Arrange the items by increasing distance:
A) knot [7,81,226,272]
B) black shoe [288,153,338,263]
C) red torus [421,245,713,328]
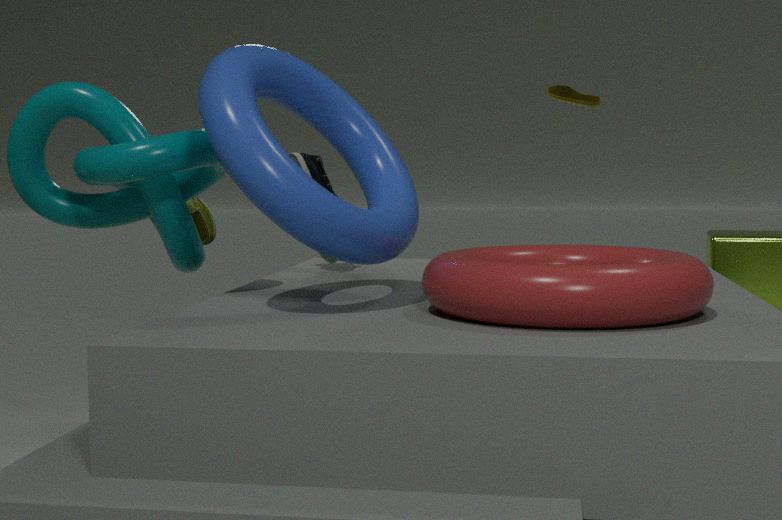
red torus [421,245,713,328]
knot [7,81,226,272]
black shoe [288,153,338,263]
